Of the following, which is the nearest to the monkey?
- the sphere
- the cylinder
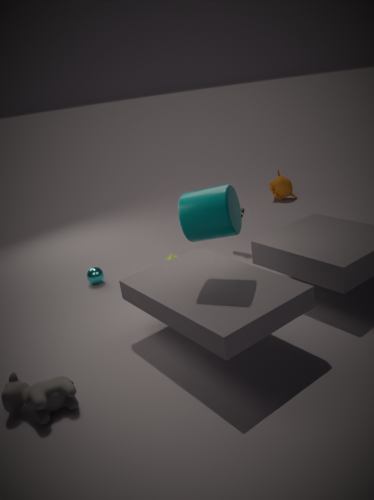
the sphere
